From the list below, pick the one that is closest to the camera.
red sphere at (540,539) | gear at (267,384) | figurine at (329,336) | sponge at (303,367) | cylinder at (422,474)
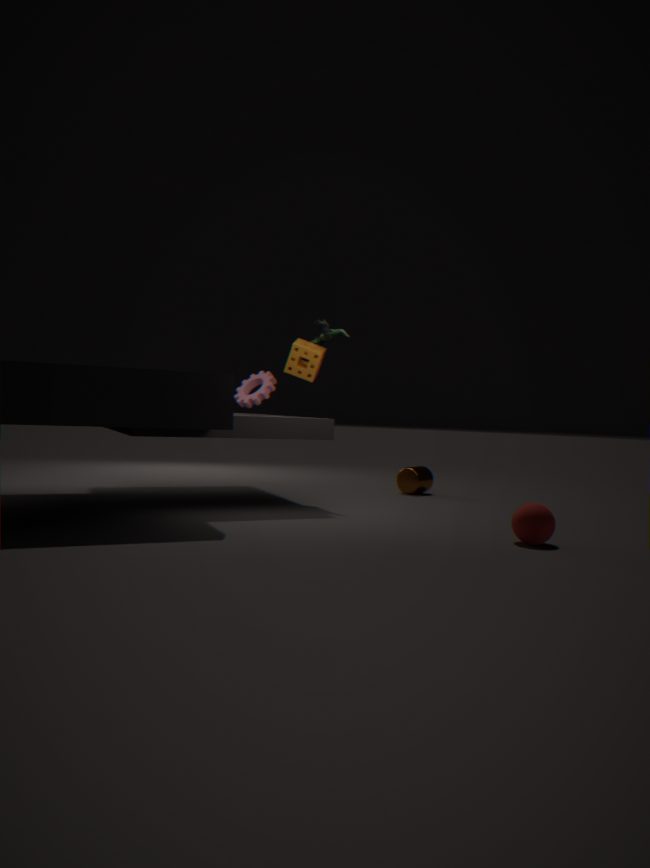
red sphere at (540,539)
